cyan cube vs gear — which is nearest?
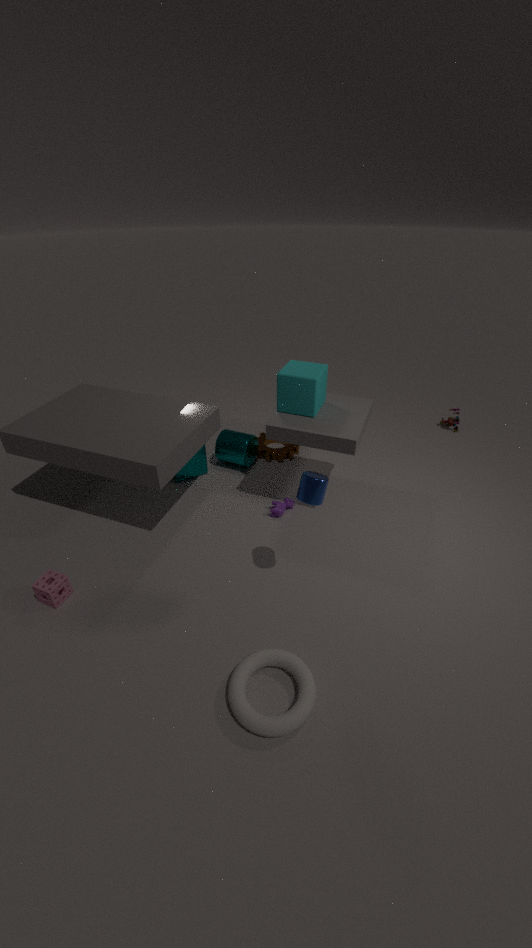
cyan cube
